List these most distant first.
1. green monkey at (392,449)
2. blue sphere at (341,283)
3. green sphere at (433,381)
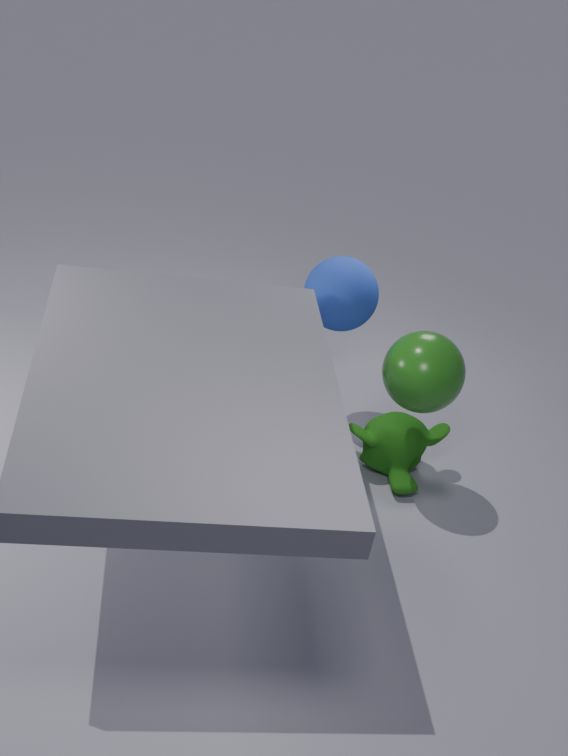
green monkey at (392,449) < blue sphere at (341,283) < green sphere at (433,381)
